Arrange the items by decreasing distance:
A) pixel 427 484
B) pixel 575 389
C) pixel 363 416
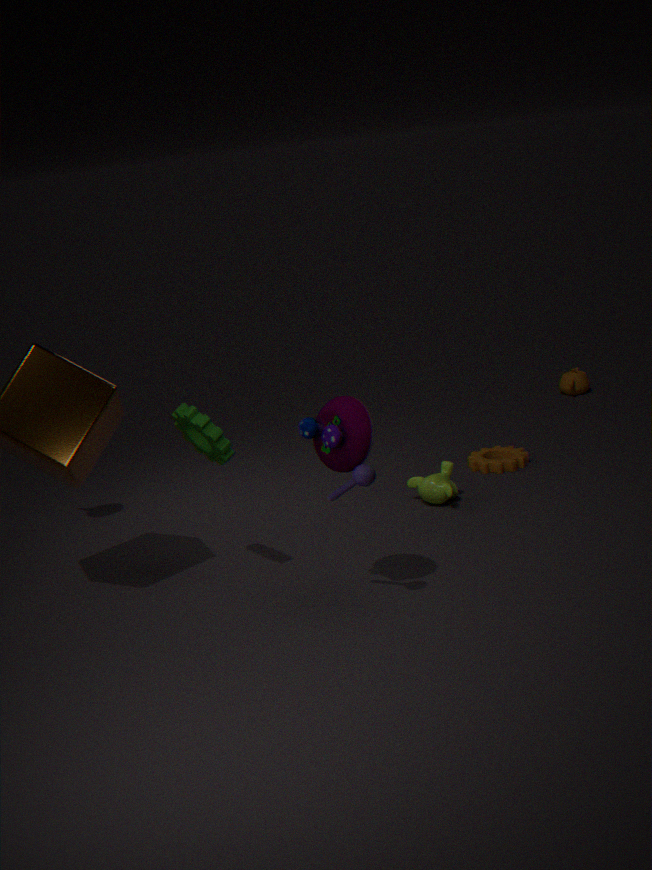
pixel 575 389 < pixel 427 484 < pixel 363 416
